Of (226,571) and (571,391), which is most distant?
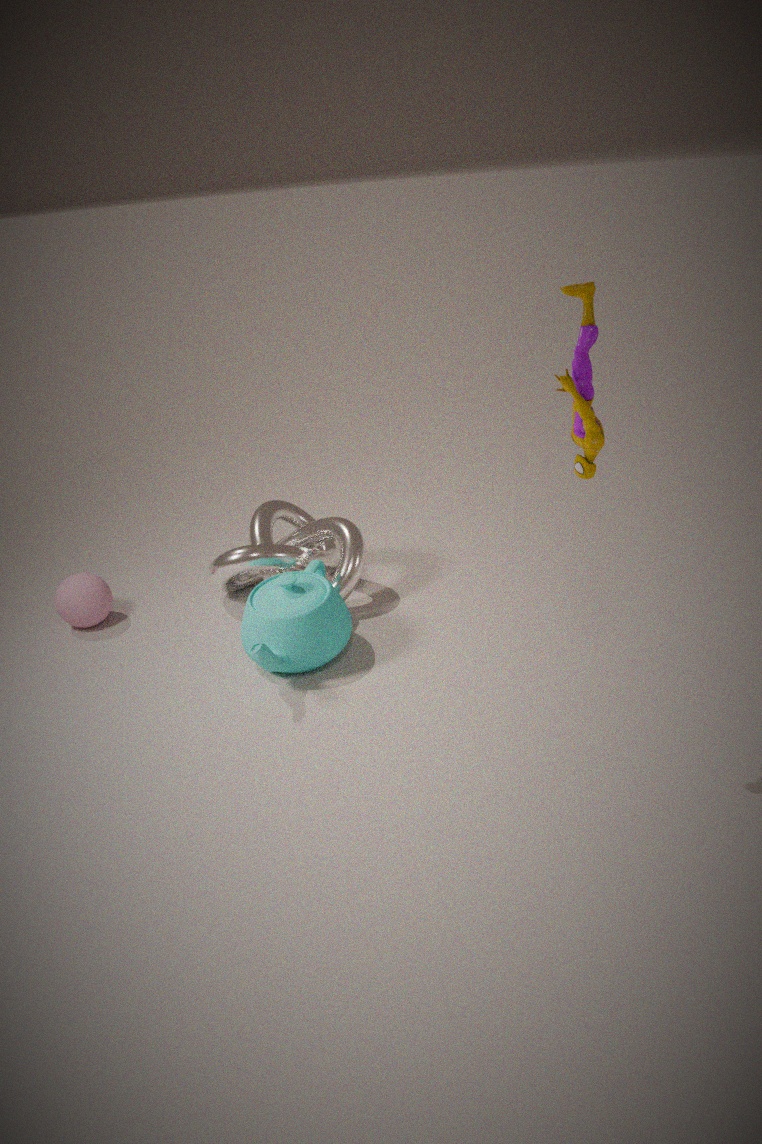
(226,571)
